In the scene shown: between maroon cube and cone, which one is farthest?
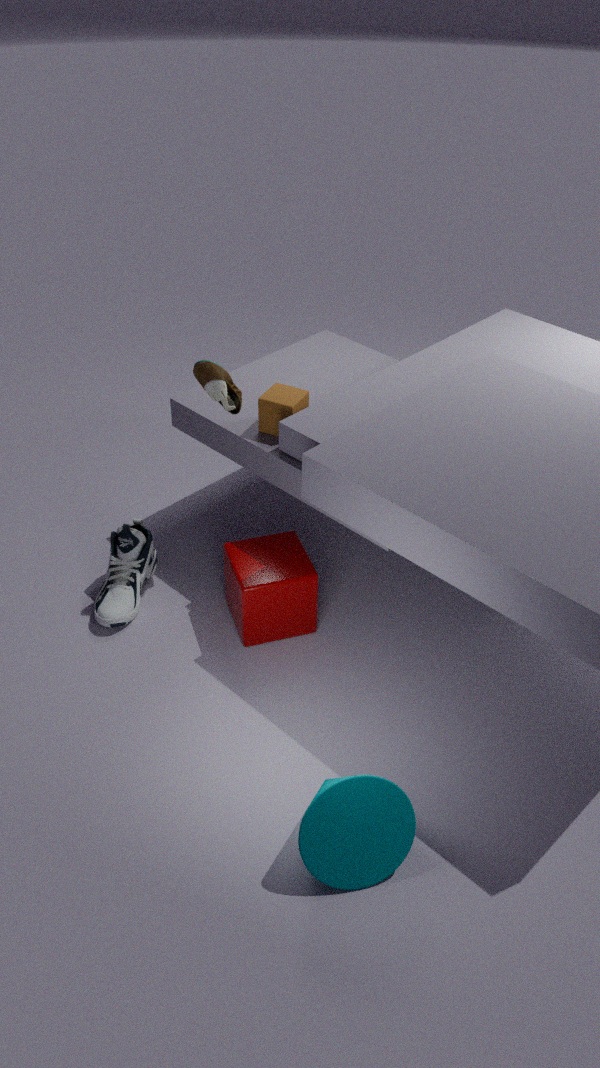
maroon cube
